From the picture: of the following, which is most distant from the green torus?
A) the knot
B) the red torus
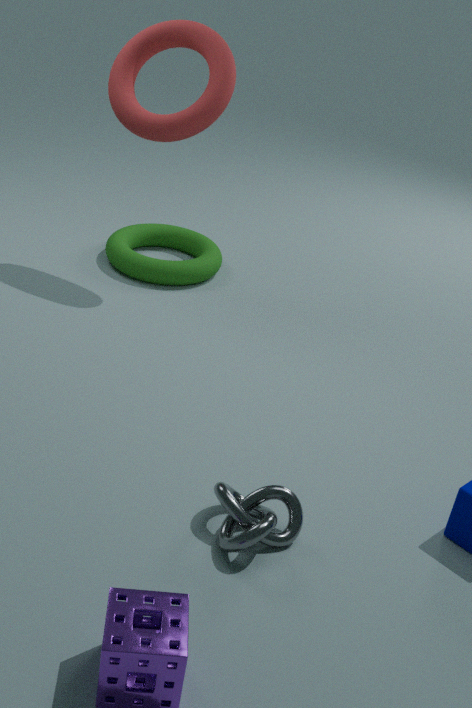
the knot
